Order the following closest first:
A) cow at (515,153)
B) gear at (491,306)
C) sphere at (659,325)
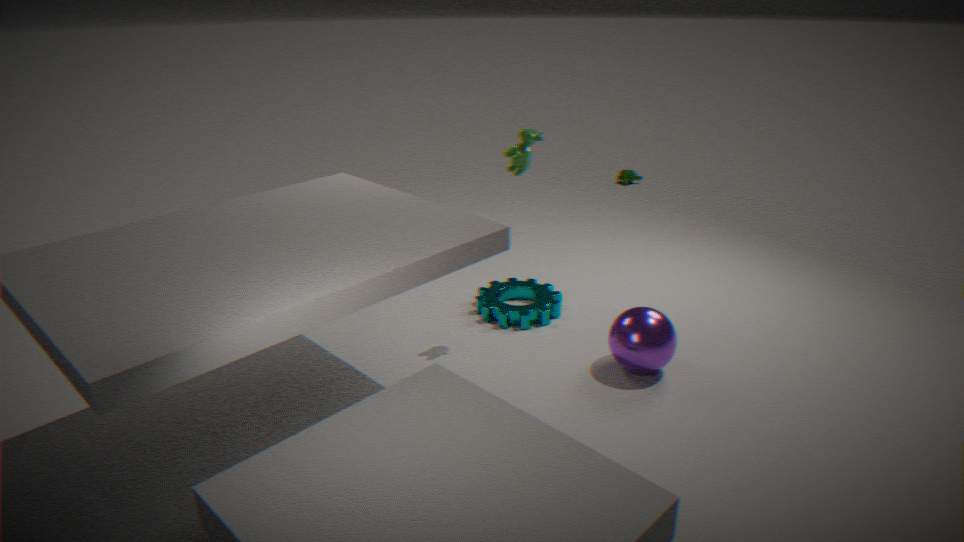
sphere at (659,325) < cow at (515,153) < gear at (491,306)
